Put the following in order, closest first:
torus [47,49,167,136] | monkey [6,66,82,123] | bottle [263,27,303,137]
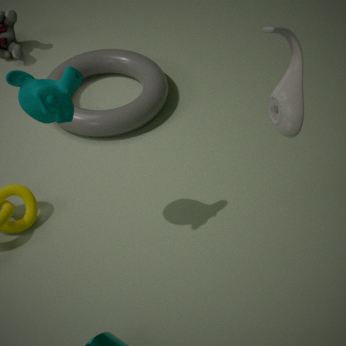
bottle [263,27,303,137] → monkey [6,66,82,123] → torus [47,49,167,136]
